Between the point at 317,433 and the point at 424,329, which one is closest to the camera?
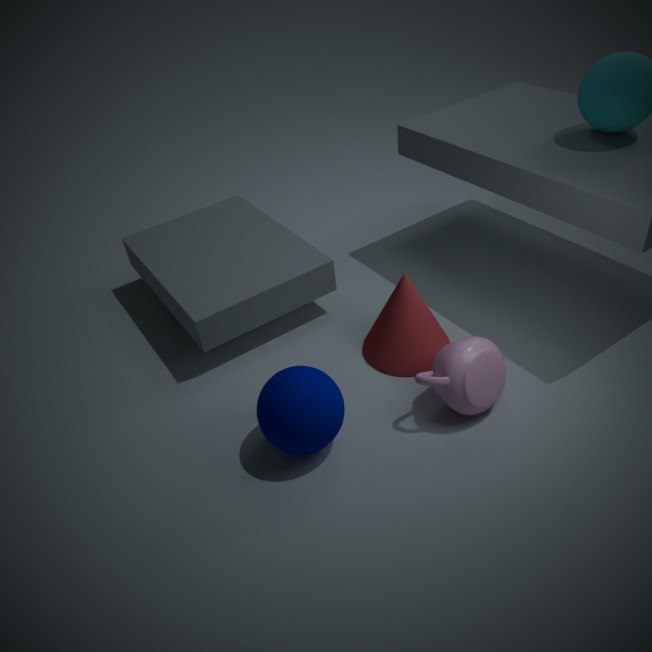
the point at 317,433
